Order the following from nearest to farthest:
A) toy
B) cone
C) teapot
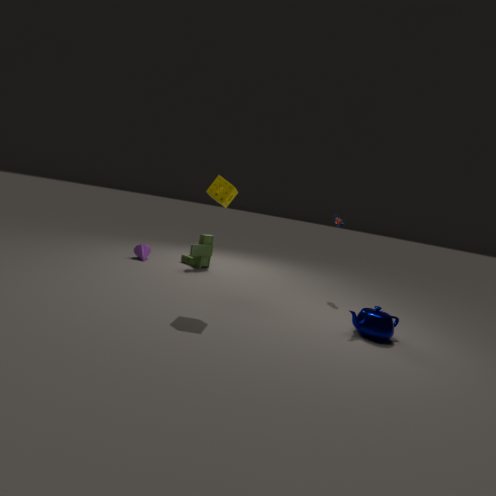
teapot
toy
cone
